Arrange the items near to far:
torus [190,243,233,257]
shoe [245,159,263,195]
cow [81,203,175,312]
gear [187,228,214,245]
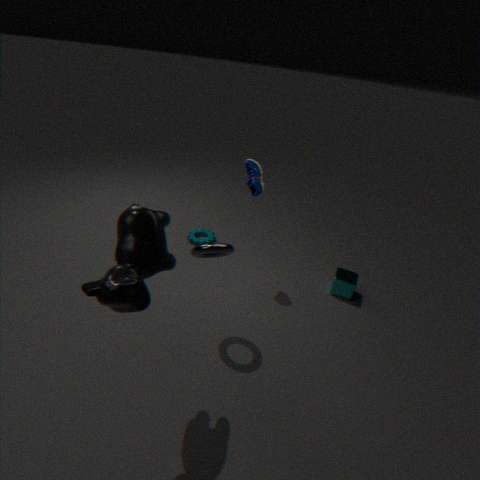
cow [81,203,175,312]
torus [190,243,233,257]
shoe [245,159,263,195]
gear [187,228,214,245]
